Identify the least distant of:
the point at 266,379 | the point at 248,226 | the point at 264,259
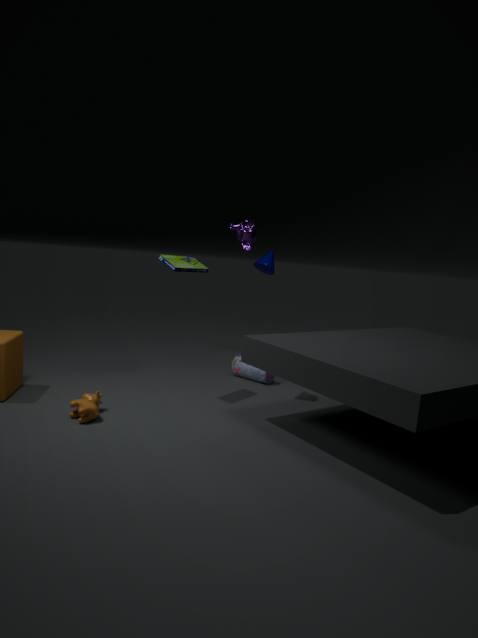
the point at 248,226
